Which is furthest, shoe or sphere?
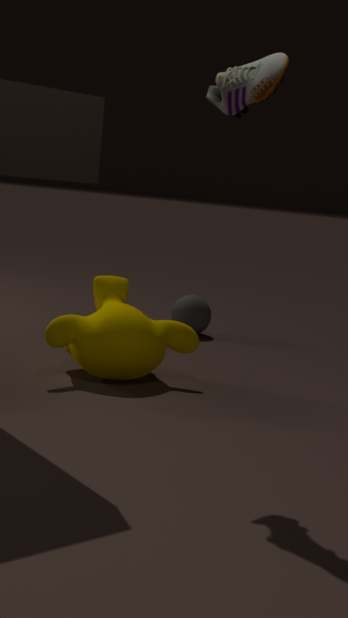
sphere
